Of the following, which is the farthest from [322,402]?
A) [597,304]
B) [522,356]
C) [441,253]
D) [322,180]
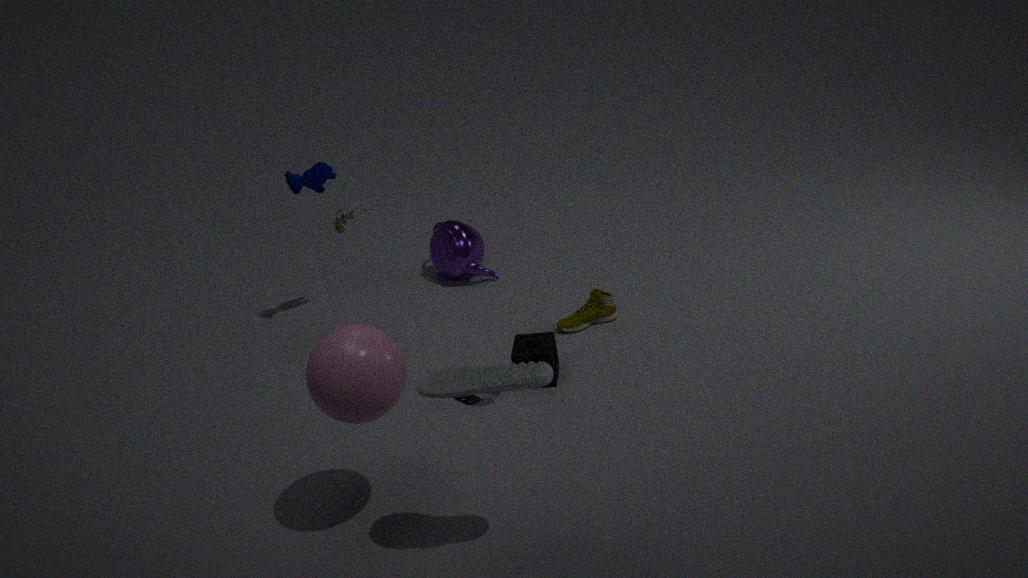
[441,253]
